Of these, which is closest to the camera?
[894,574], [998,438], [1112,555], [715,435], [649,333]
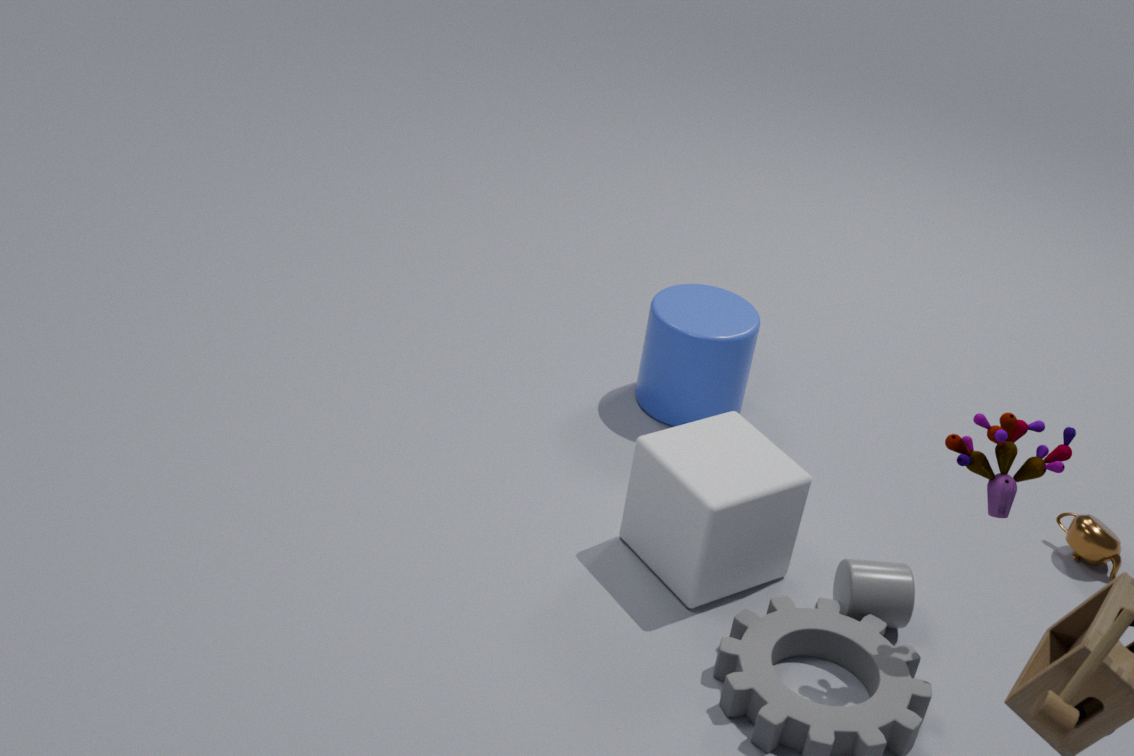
[998,438]
